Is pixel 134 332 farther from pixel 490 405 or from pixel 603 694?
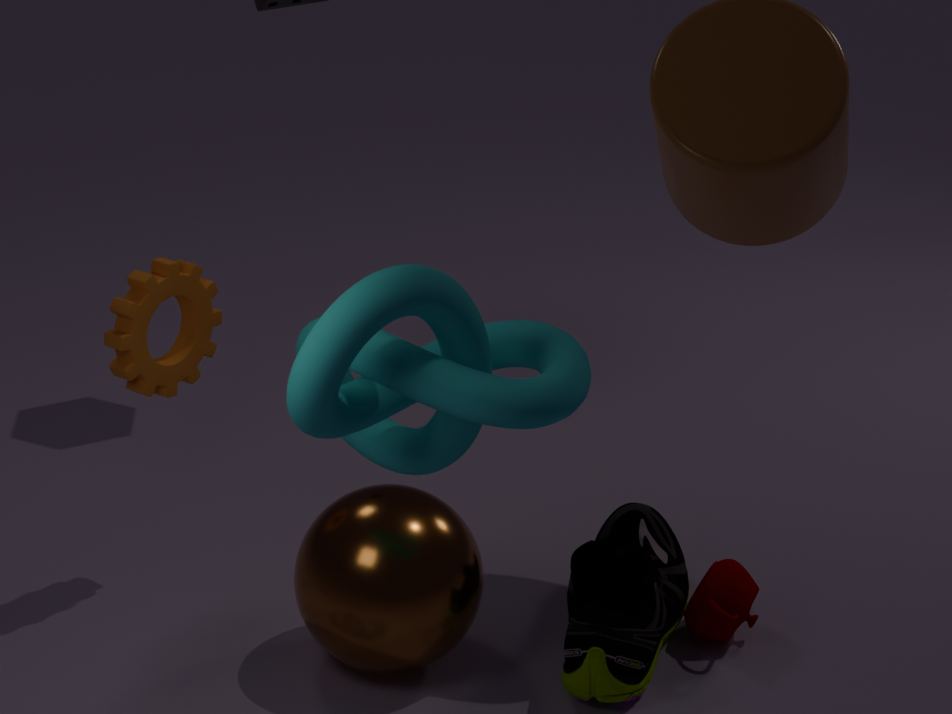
pixel 603 694
